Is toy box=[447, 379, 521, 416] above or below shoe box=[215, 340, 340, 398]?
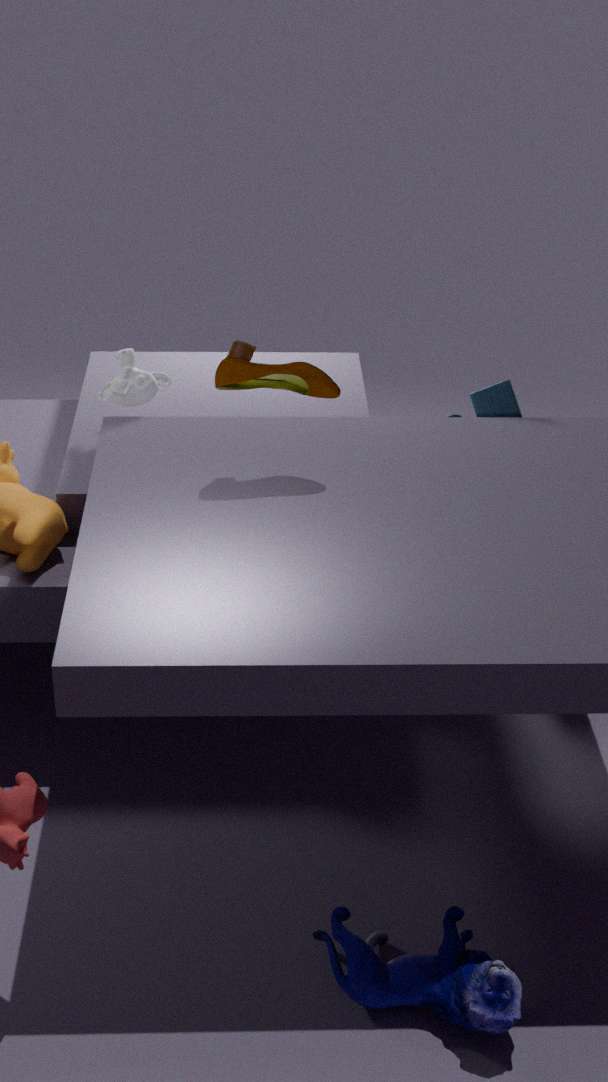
below
